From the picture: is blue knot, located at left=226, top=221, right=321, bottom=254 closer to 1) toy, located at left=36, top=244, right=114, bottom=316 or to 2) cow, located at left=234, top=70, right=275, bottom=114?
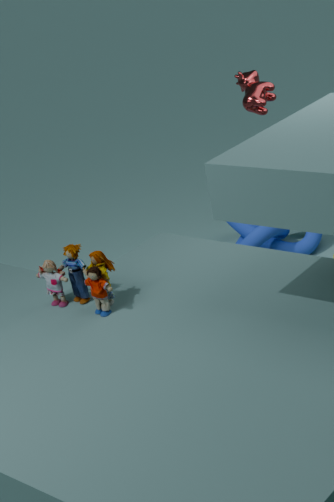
2) cow, located at left=234, top=70, right=275, bottom=114
